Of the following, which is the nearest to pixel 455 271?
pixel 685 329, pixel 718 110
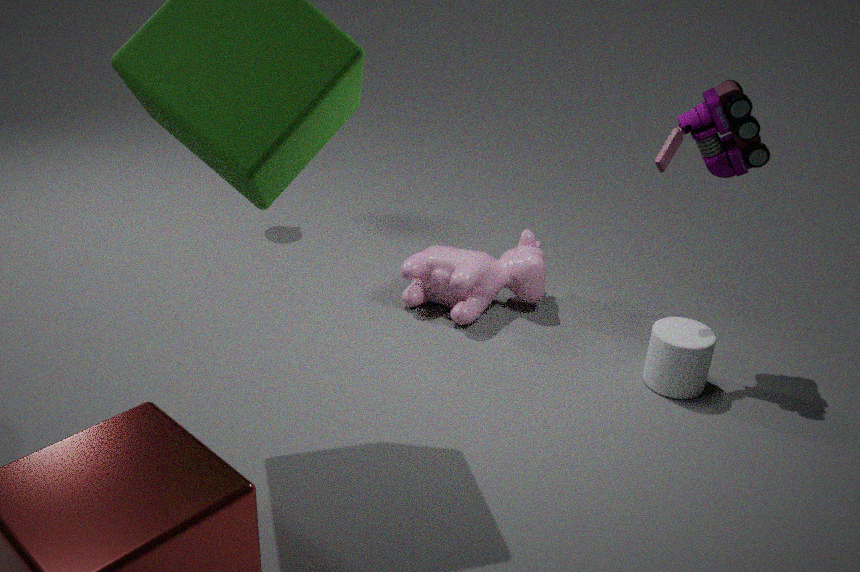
pixel 685 329
